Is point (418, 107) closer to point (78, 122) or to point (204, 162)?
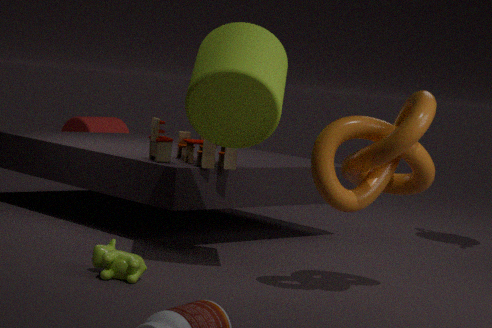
point (204, 162)
